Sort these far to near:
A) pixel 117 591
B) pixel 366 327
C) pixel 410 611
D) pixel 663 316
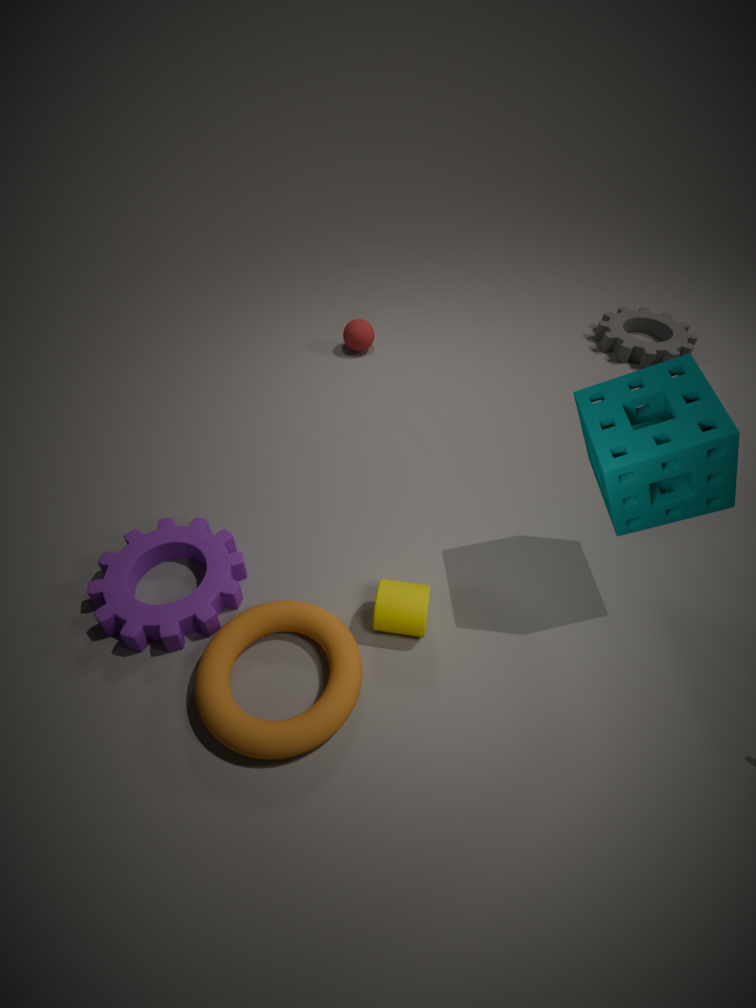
pixel 663 316 < pixel 366 327 < pixel 117 591 < pixel 410 611
